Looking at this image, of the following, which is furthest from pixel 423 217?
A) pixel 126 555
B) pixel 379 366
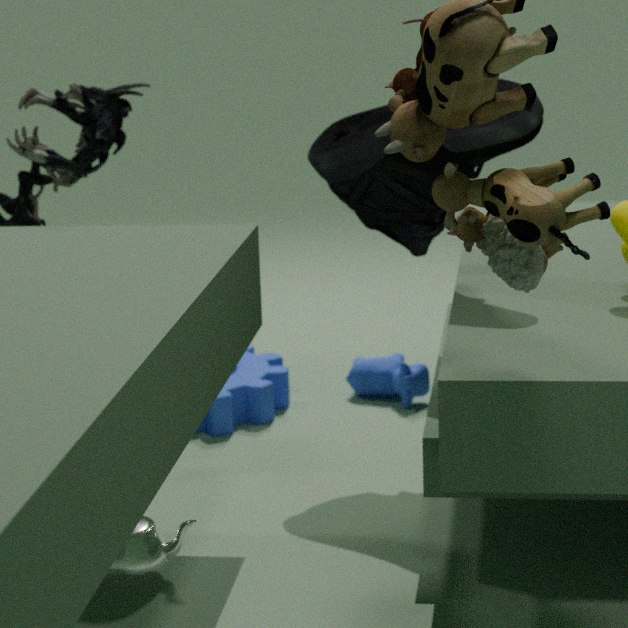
pixel 126 555
